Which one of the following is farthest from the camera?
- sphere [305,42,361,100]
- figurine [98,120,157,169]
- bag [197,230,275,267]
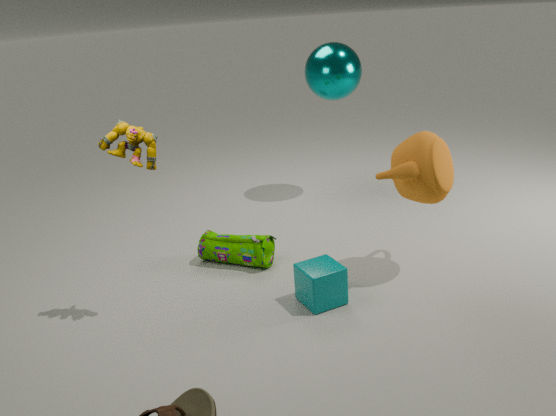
sphere [305,42,361,100]
